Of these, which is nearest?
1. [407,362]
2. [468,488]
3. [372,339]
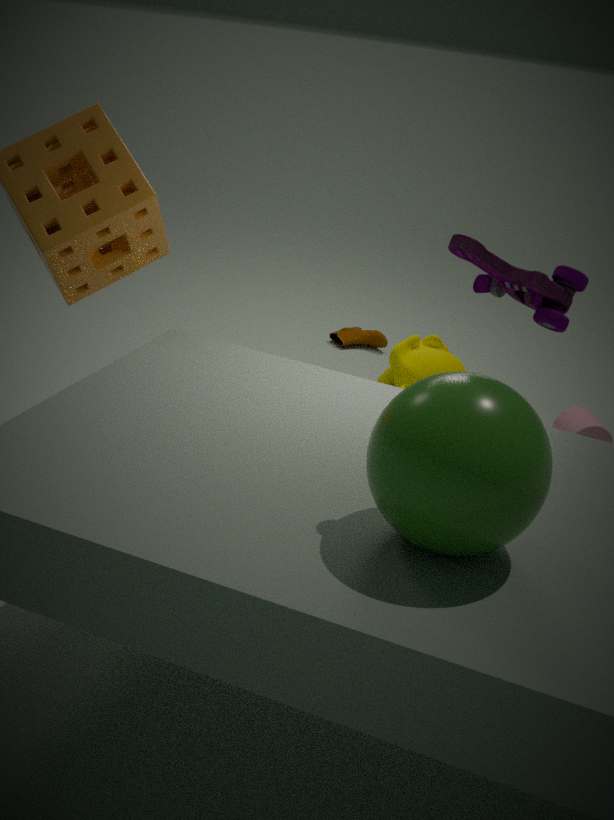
[468,488]
